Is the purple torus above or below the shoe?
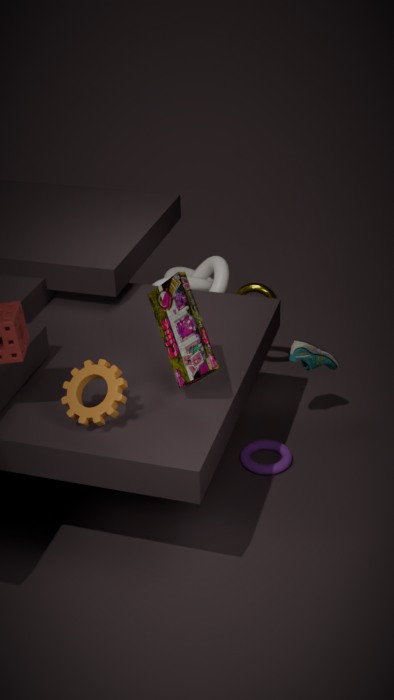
below
